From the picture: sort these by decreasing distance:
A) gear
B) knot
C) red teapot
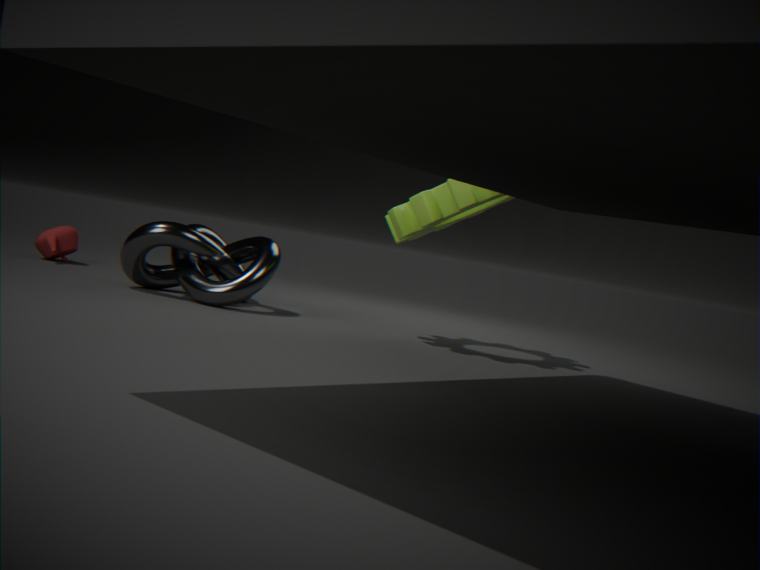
1. red teapot
2. knot
3. gear
